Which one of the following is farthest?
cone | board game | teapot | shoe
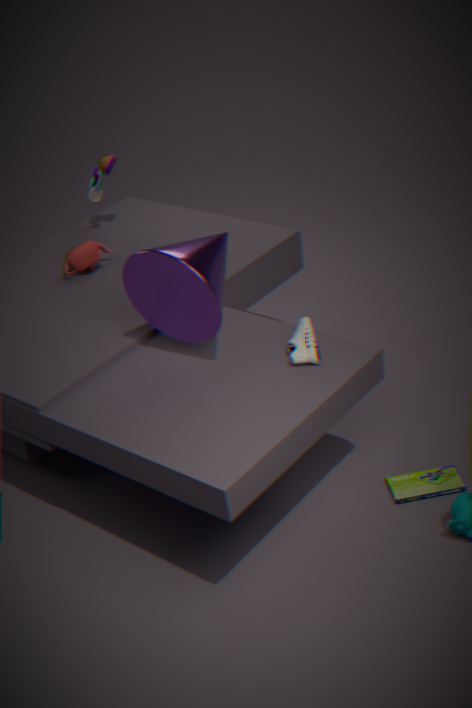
teapot
